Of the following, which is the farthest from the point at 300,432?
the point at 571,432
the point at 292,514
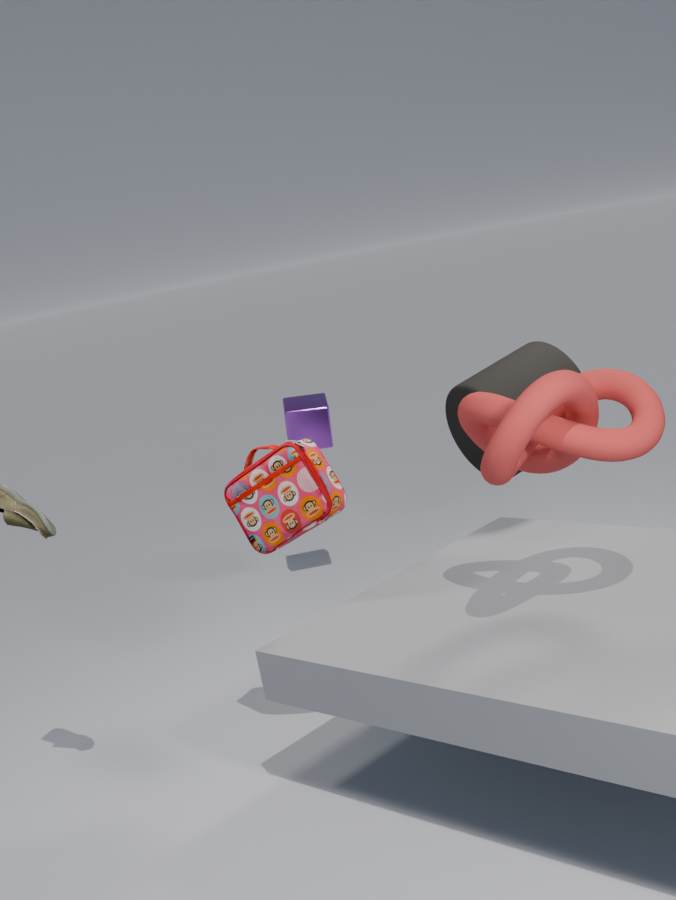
the point at 571,432
